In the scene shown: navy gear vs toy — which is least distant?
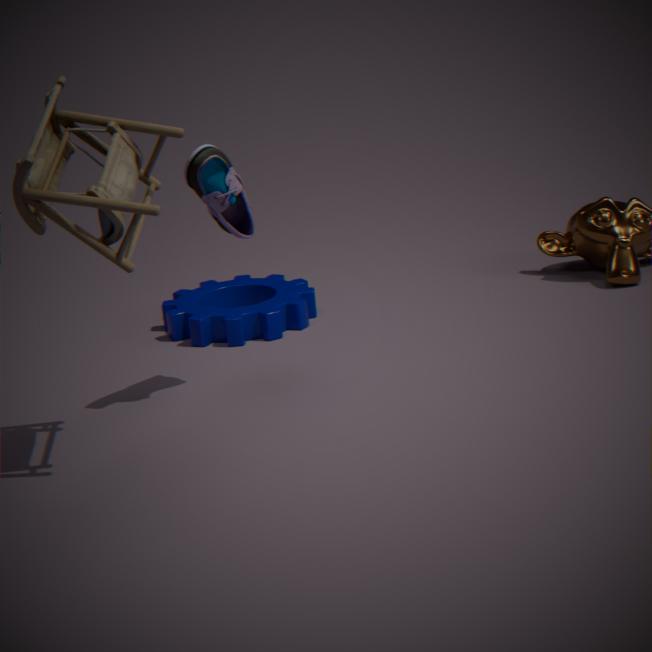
toy
